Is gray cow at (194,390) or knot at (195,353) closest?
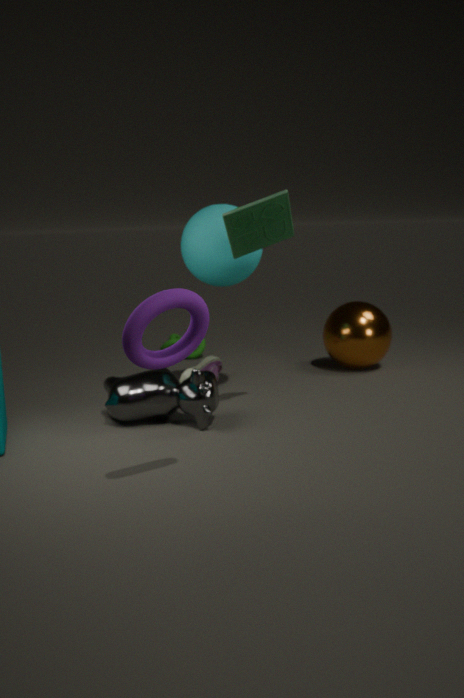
gray cow at (194,390)
